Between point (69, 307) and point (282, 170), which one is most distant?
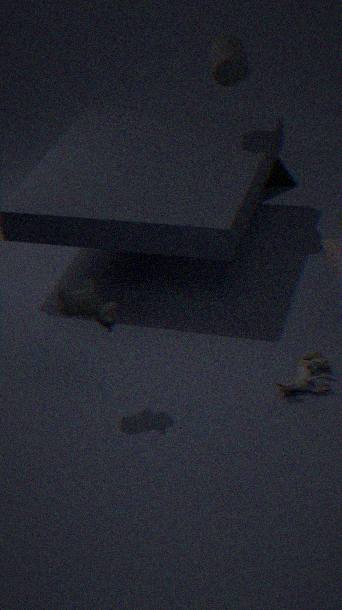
point (282, 170)
